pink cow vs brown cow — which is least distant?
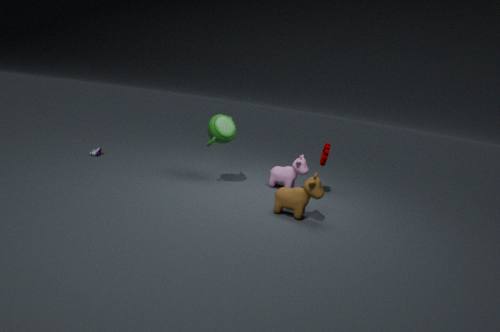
brown cow
